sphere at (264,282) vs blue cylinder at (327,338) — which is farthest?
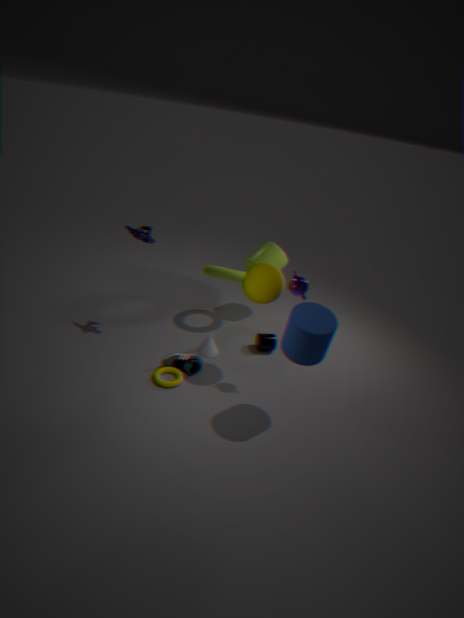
sphere at (264,282)
